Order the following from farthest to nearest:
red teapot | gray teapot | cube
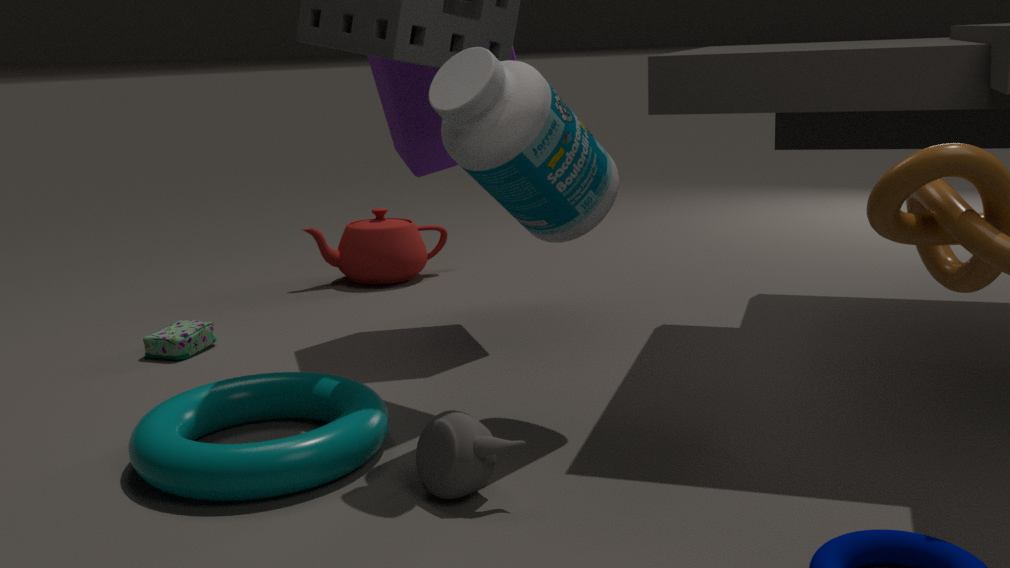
red teapot < cube < gray teapot
